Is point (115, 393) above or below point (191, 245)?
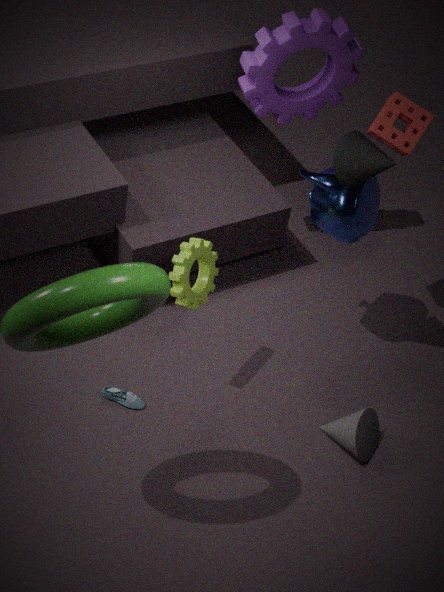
below
